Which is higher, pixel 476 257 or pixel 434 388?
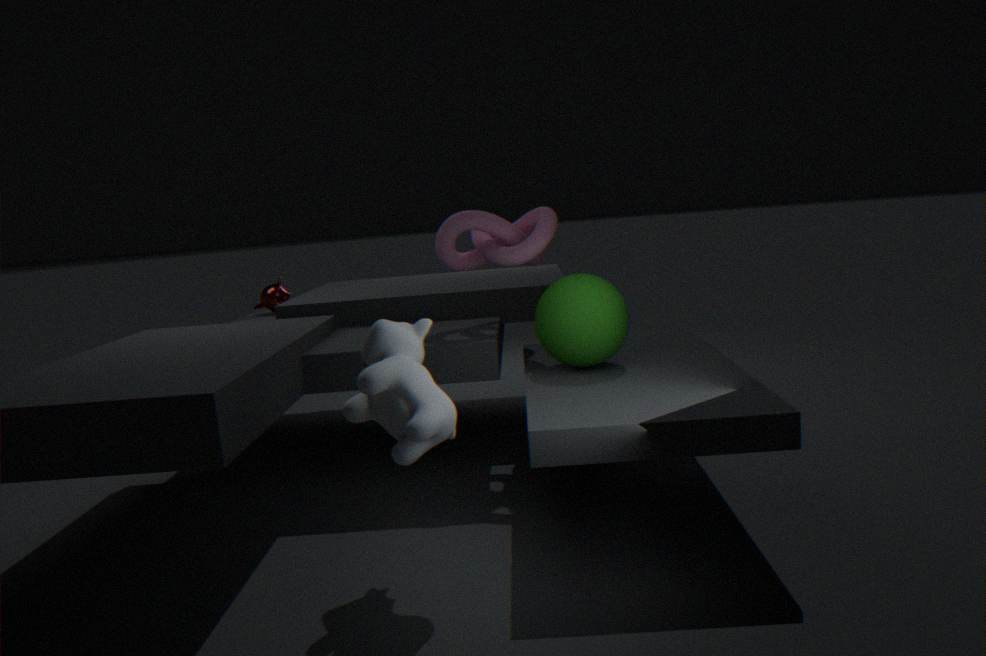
pixel 476 257
